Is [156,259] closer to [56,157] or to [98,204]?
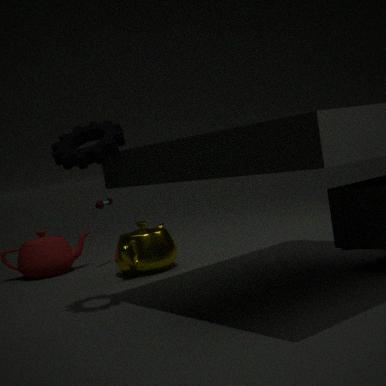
[98,204]
